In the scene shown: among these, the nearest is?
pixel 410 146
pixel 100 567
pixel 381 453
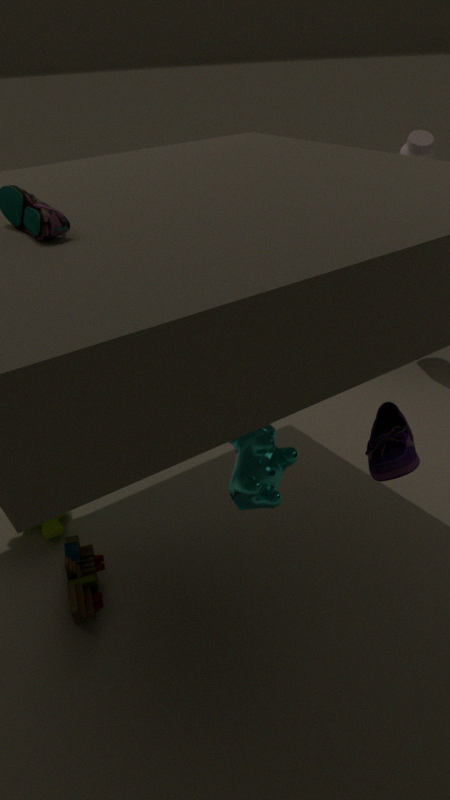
pixel 381 453
